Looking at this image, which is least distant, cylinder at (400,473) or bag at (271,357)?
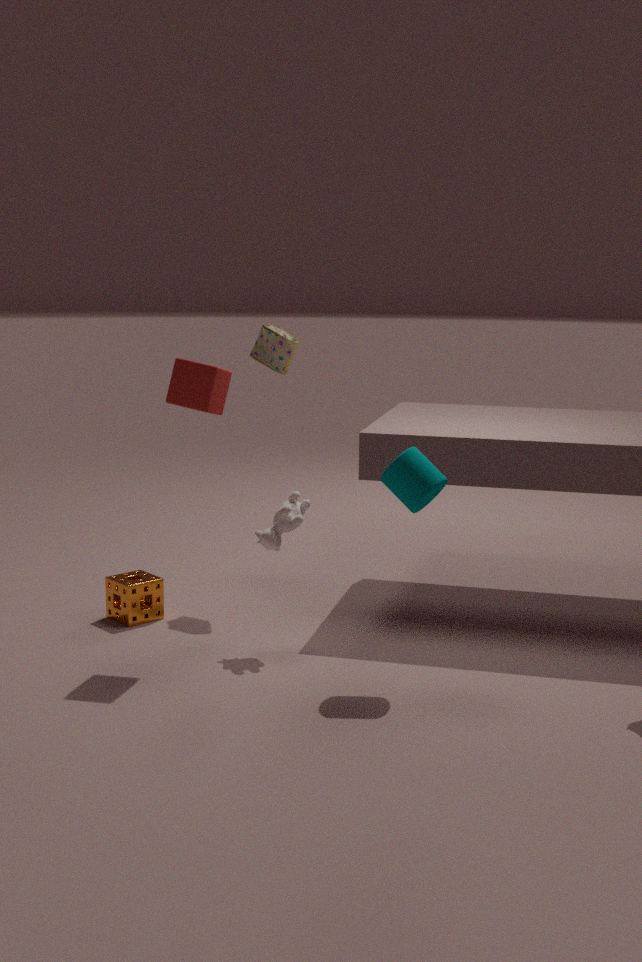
cylinder at (400,473)
